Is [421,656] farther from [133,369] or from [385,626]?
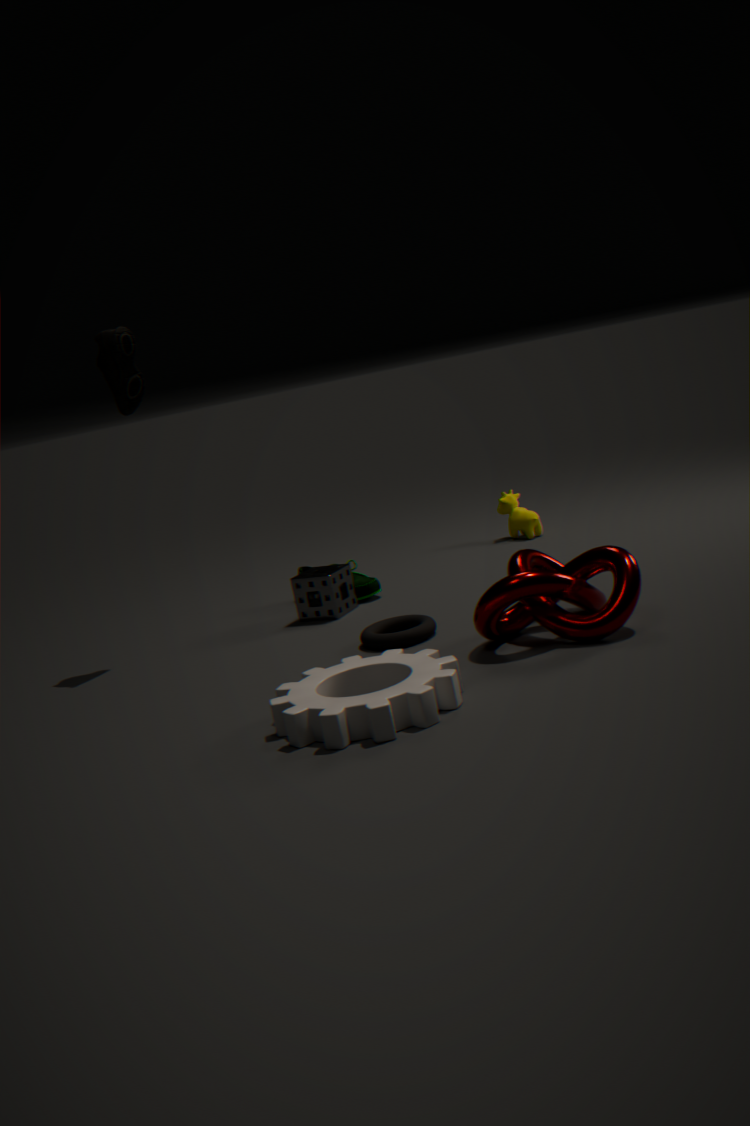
[133,369]
